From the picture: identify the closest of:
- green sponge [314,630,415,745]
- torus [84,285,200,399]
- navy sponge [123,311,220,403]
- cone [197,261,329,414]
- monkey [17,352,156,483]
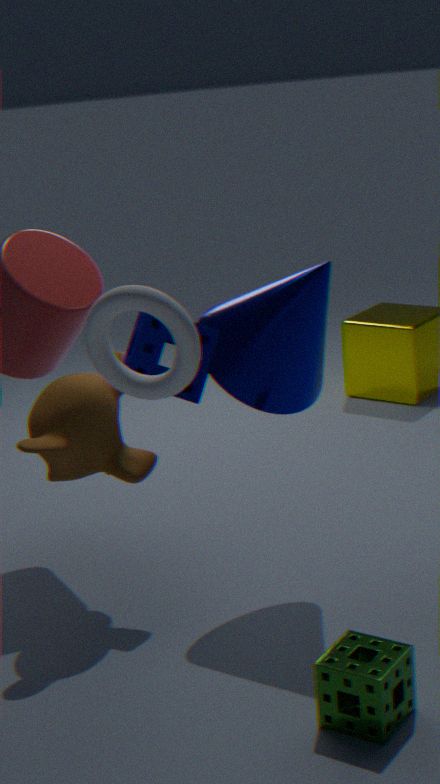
torus [84,285,200,399]
